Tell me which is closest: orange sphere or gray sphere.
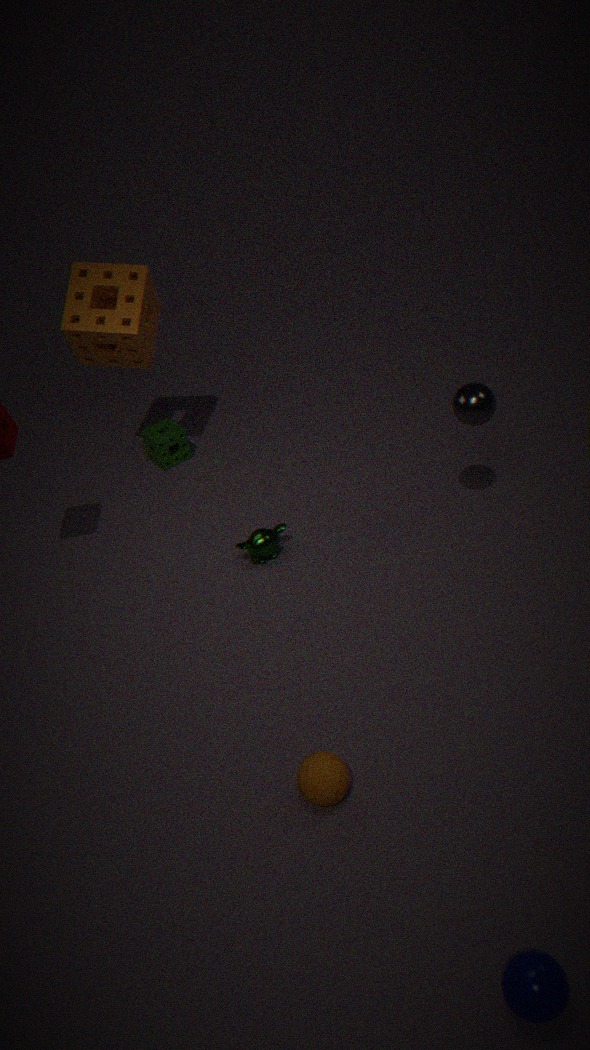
orange sphere
